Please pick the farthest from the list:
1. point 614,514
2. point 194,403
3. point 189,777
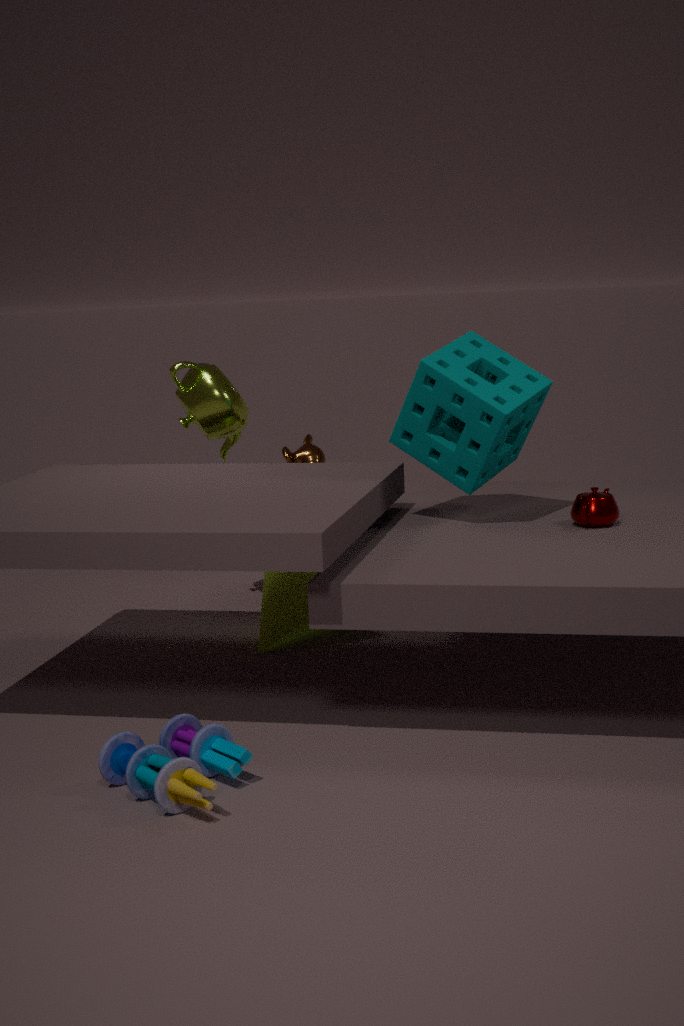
point 194,403
